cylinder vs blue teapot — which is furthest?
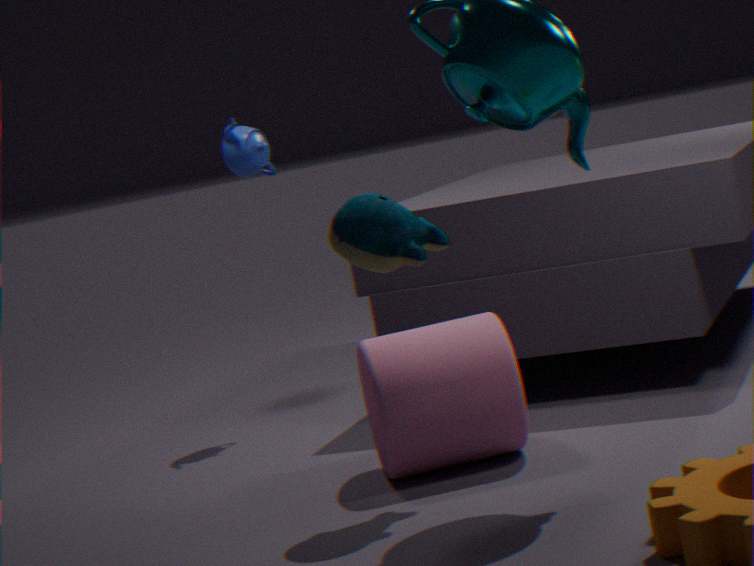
blue teapot
